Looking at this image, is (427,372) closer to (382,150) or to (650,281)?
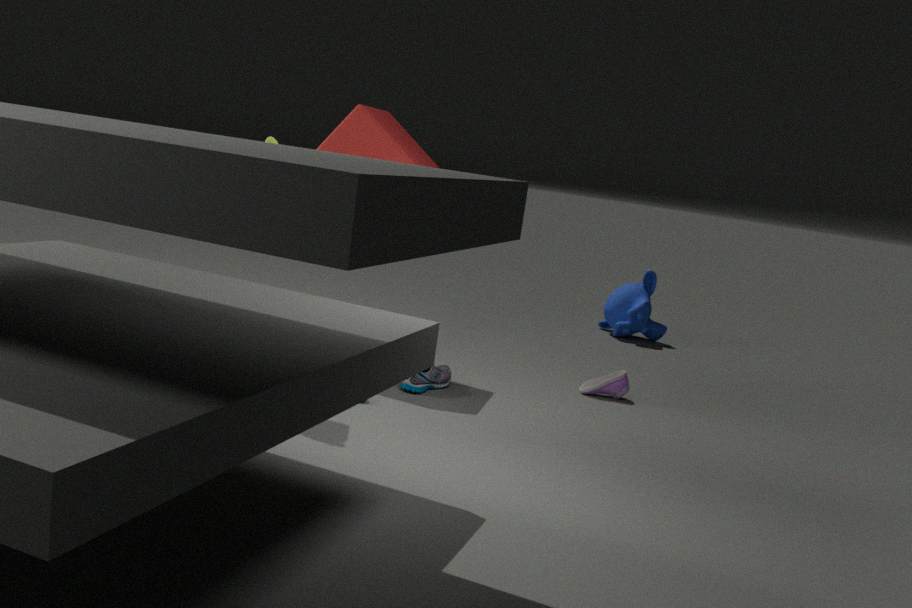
(382,150)
